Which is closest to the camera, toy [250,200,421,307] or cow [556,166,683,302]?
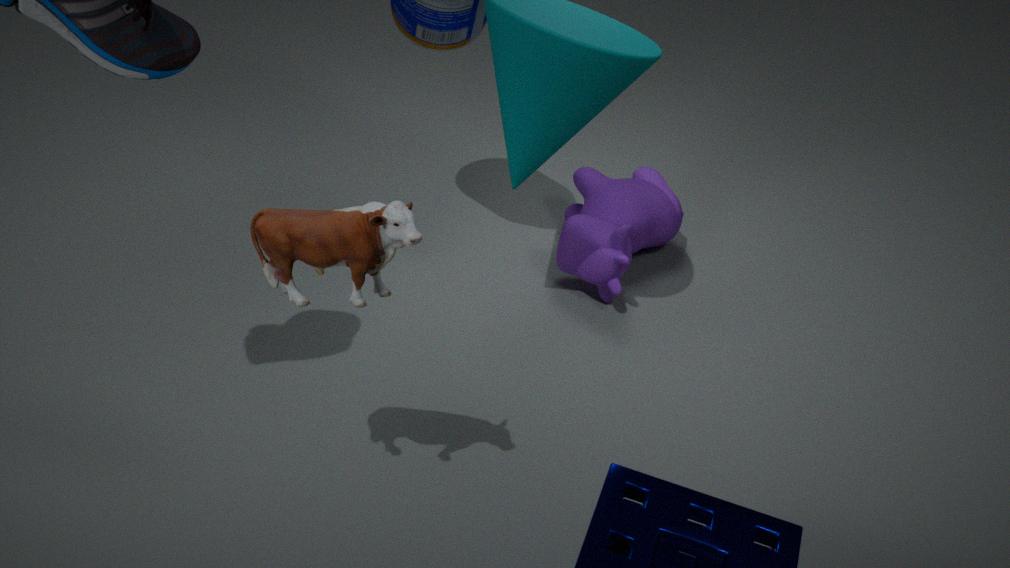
toy [250,200,421,307]
